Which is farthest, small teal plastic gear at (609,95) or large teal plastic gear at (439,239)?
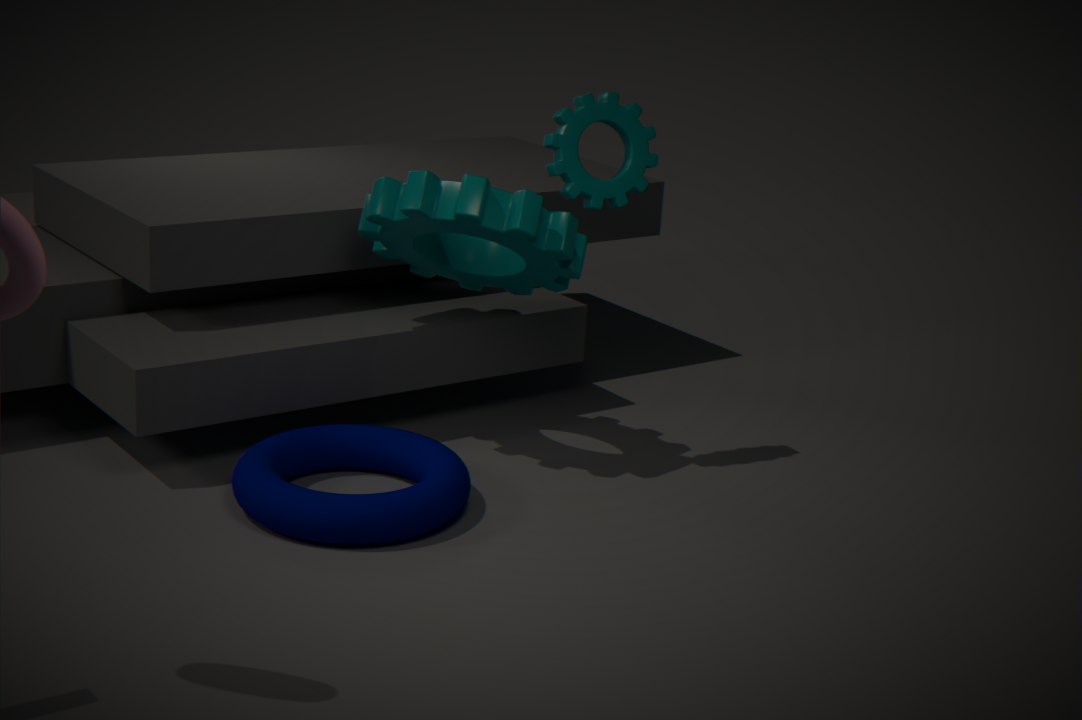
small teal plastic gear at (609,95)
